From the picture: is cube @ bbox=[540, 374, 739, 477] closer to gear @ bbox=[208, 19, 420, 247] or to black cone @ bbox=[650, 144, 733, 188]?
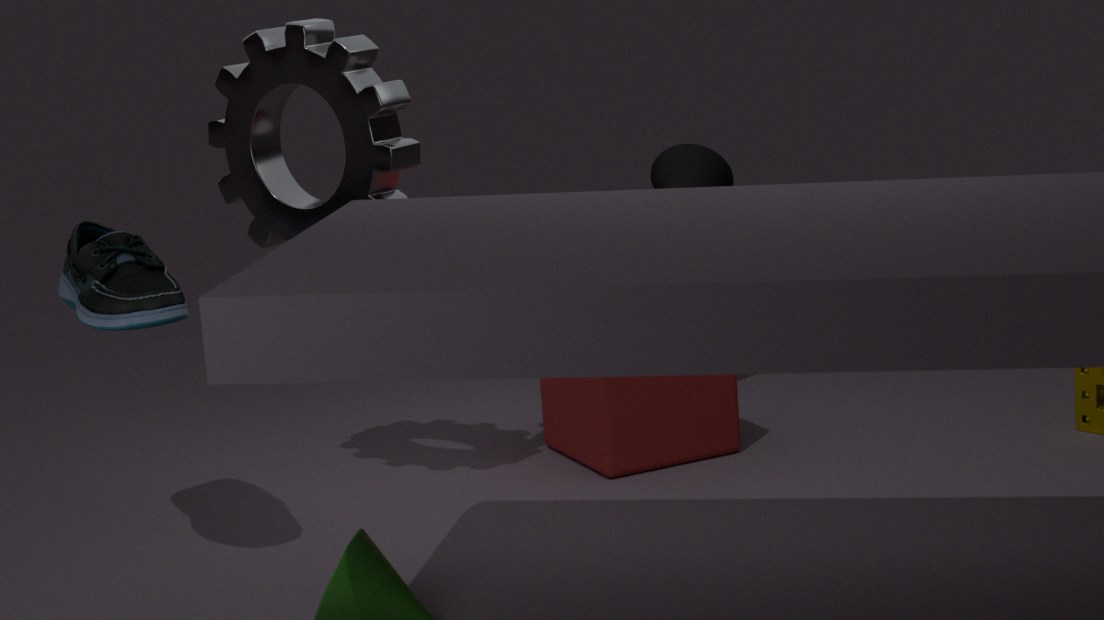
black cone @ bbox=[650, 144, 733, 188]
